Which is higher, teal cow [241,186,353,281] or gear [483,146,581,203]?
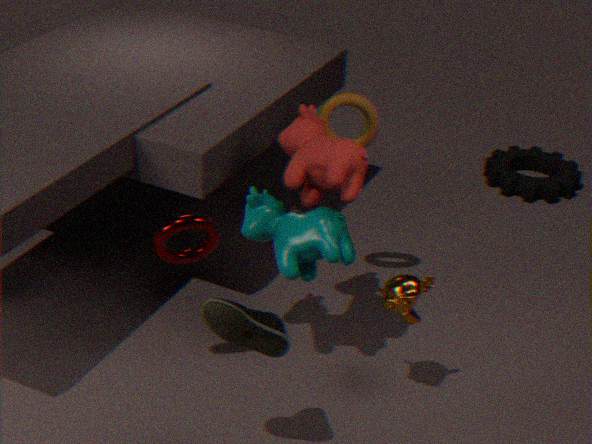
Answer: teal cow [241,186,353,281]
